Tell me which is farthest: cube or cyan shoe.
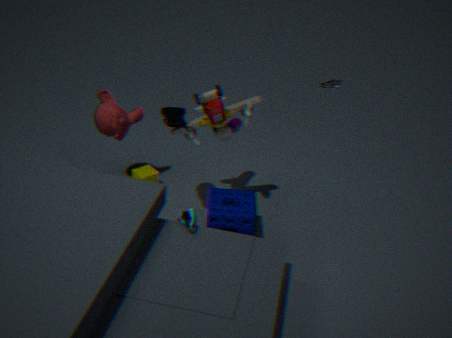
cube
